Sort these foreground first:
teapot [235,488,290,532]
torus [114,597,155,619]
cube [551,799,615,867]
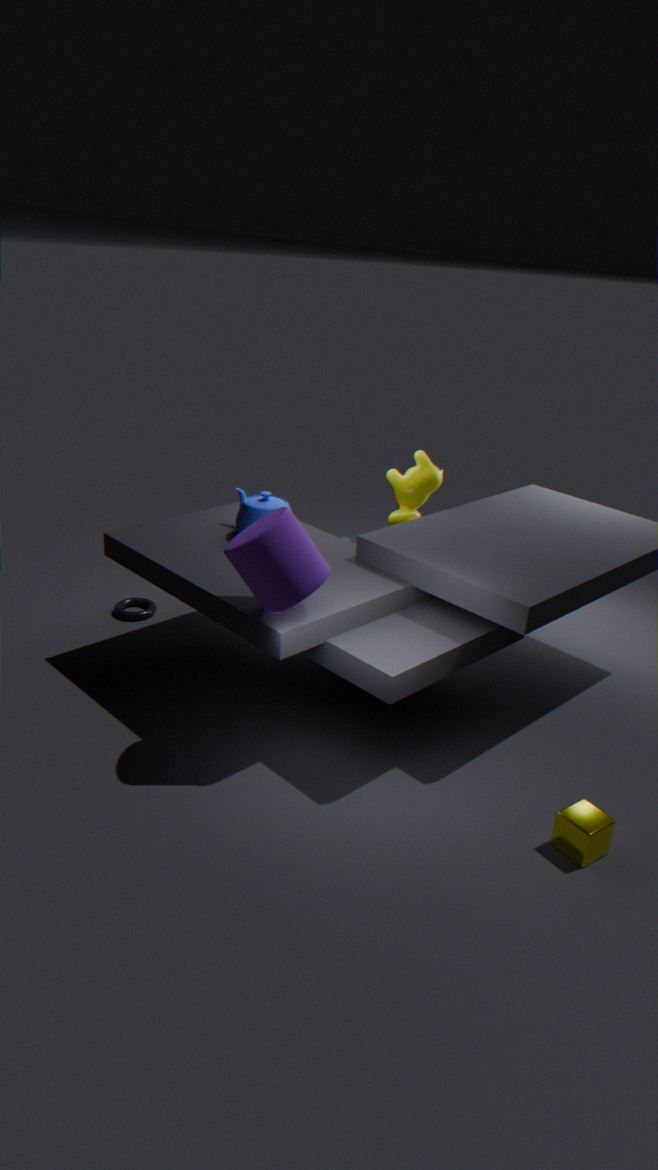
cube [551,799,615,867], teapot [235,488,290,532], torus [114,597,155,619]
